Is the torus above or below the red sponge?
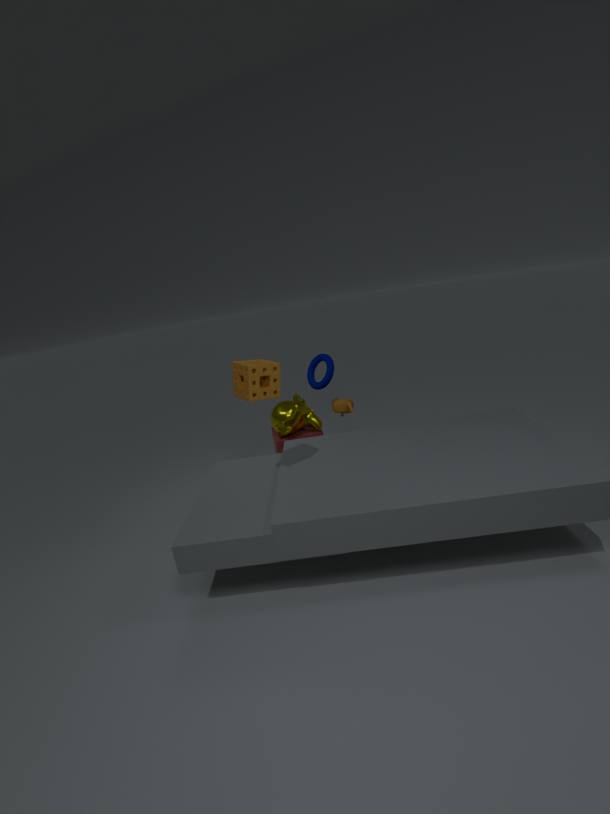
above
